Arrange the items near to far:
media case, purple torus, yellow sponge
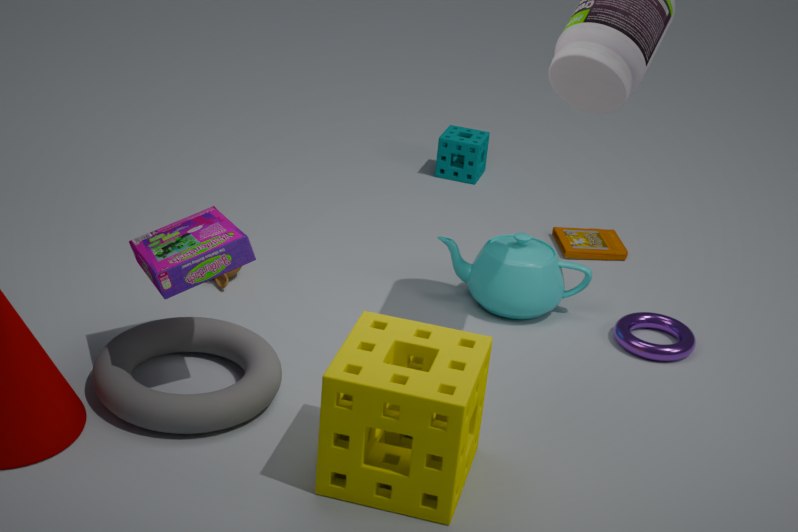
yellow sponge
purple torus
media case
